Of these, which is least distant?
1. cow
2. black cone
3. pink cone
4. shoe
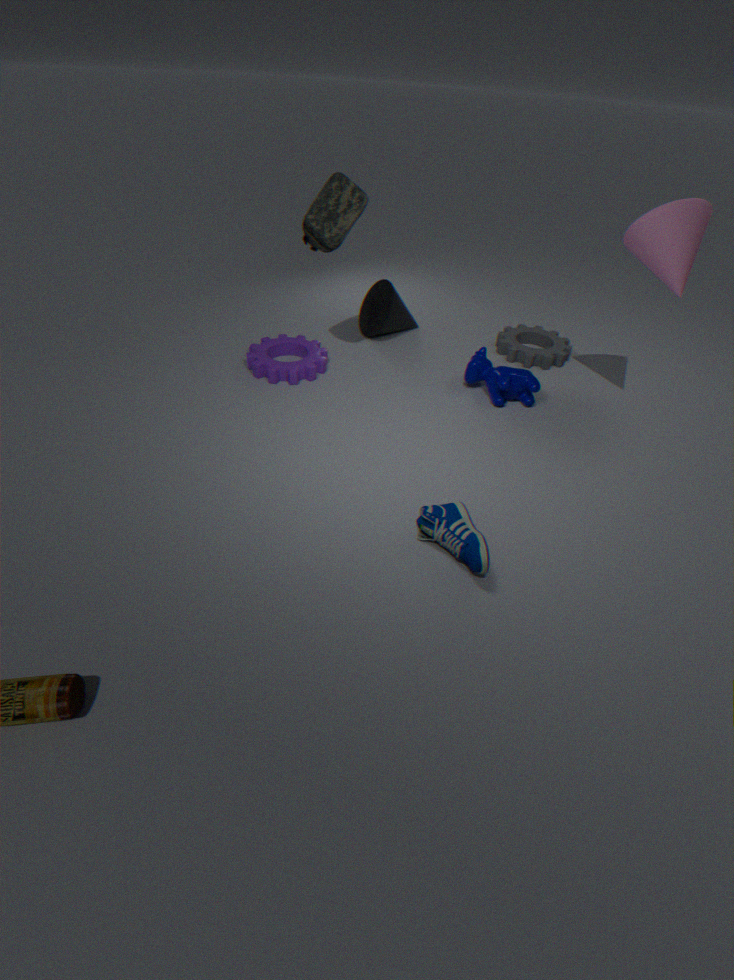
shoe
